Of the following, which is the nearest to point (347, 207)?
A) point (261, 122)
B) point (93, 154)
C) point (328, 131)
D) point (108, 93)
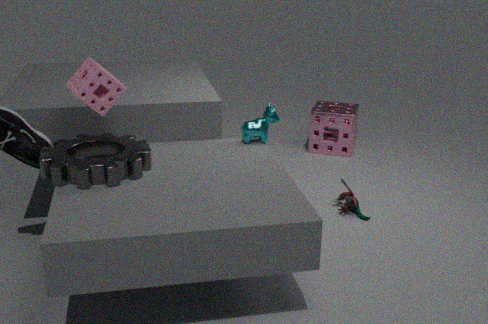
point (261, 122)
